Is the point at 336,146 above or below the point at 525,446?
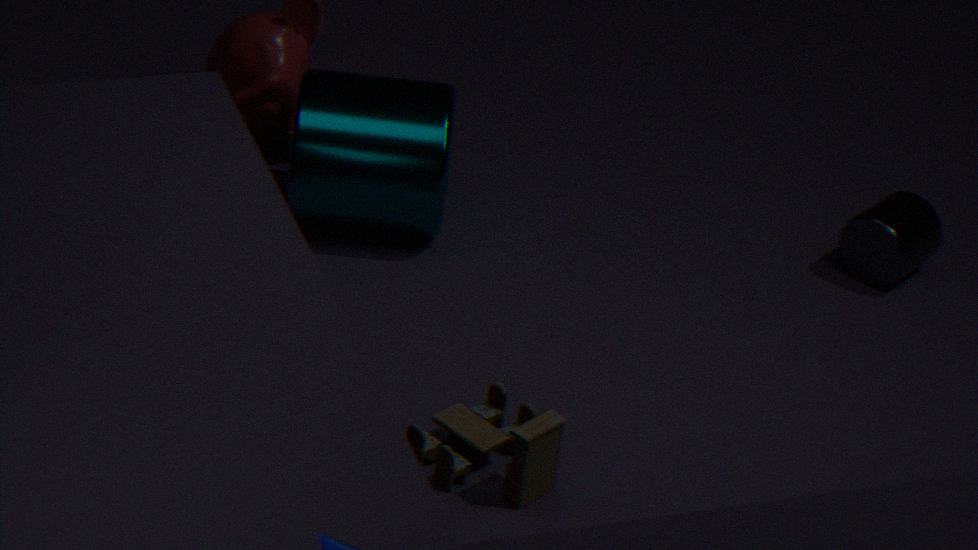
above
